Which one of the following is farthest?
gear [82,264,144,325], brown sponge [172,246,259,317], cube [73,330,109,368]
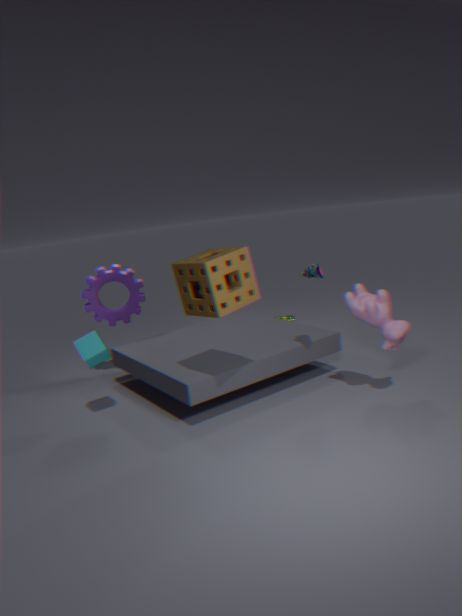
gear [82,264,144,325]
